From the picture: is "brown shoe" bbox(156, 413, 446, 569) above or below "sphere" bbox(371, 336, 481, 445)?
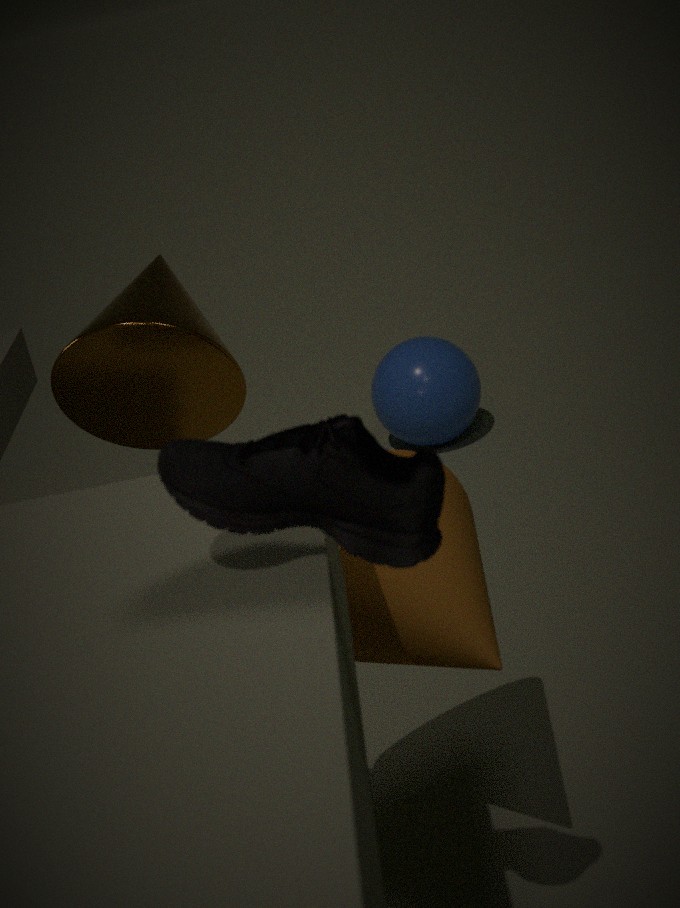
above
